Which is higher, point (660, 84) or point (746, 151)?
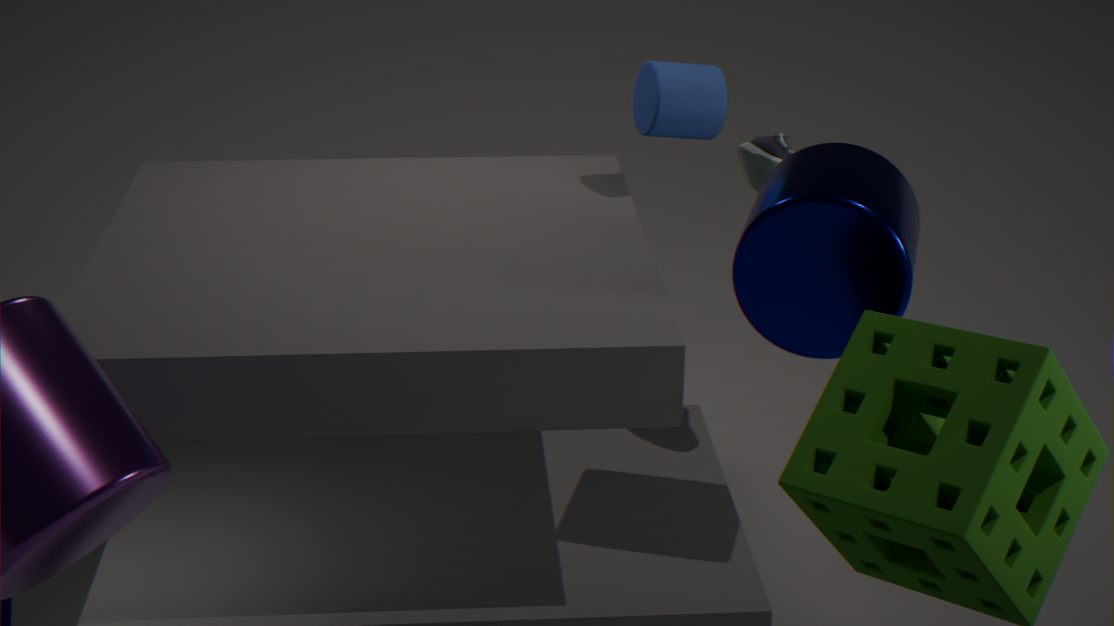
point (660, 84)
